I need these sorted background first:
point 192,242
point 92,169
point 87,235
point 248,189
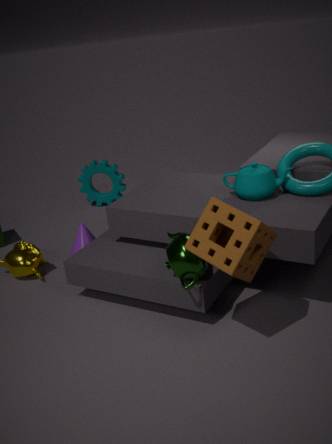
point 92,169
point 87,235
point 248,189
point 192,242
